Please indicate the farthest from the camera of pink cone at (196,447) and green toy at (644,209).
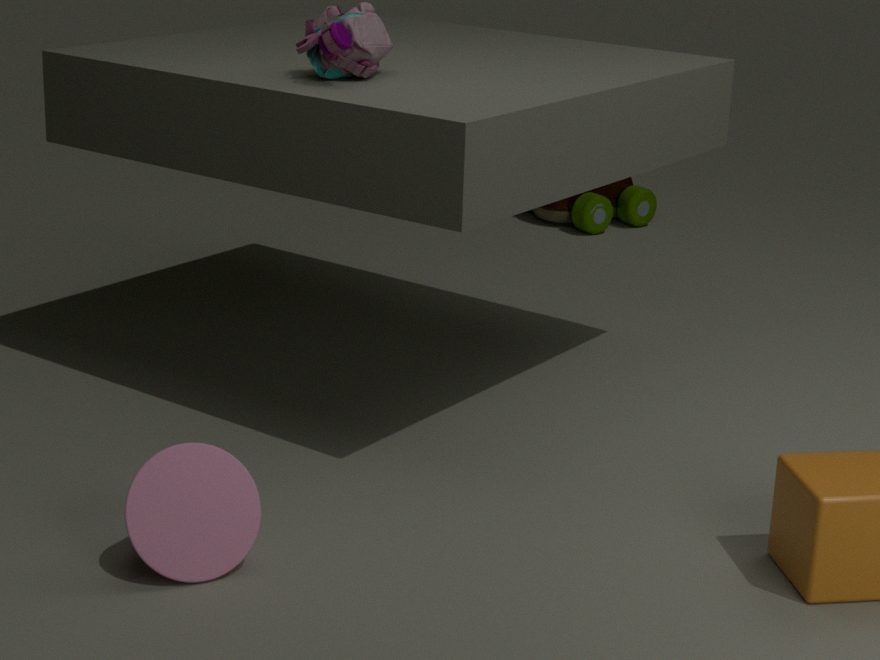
green toy at (644,209)
